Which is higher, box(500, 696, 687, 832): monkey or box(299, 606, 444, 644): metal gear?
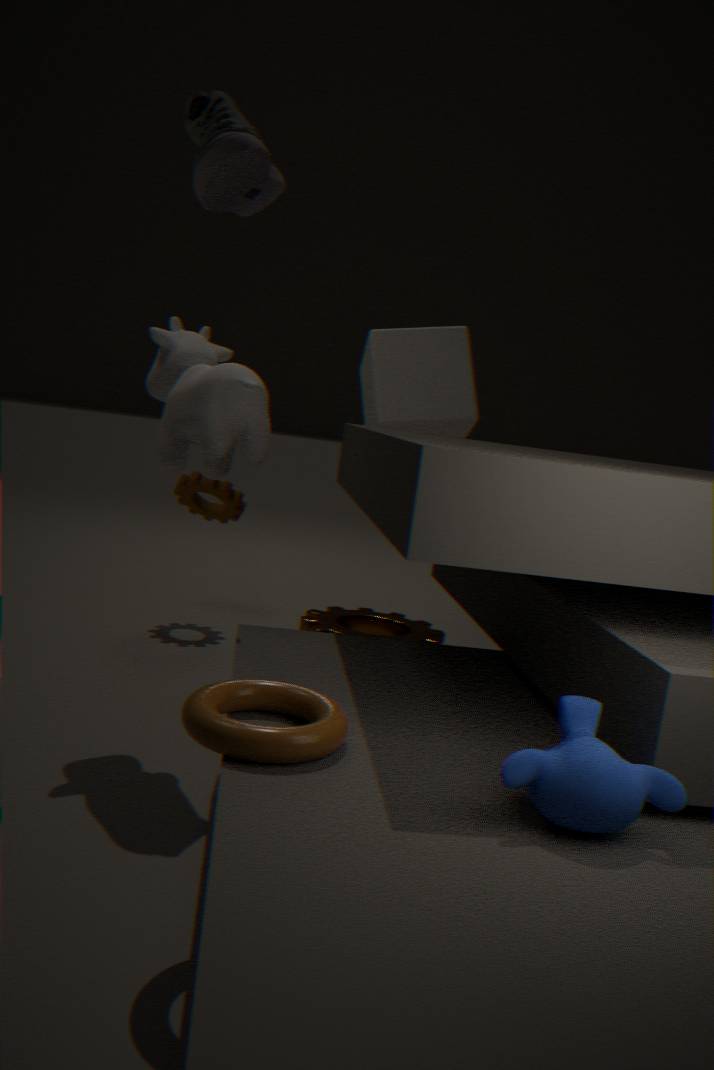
box(500, 696, 687, 832): monkey
